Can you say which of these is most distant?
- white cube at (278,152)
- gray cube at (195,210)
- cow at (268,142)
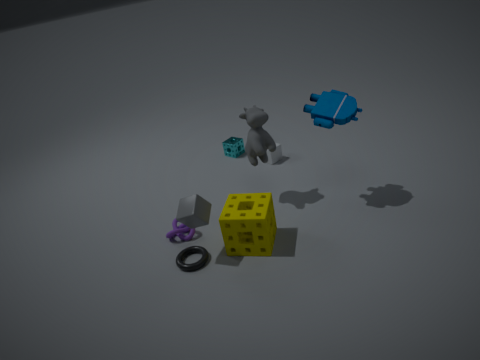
white cube at (278,152)
